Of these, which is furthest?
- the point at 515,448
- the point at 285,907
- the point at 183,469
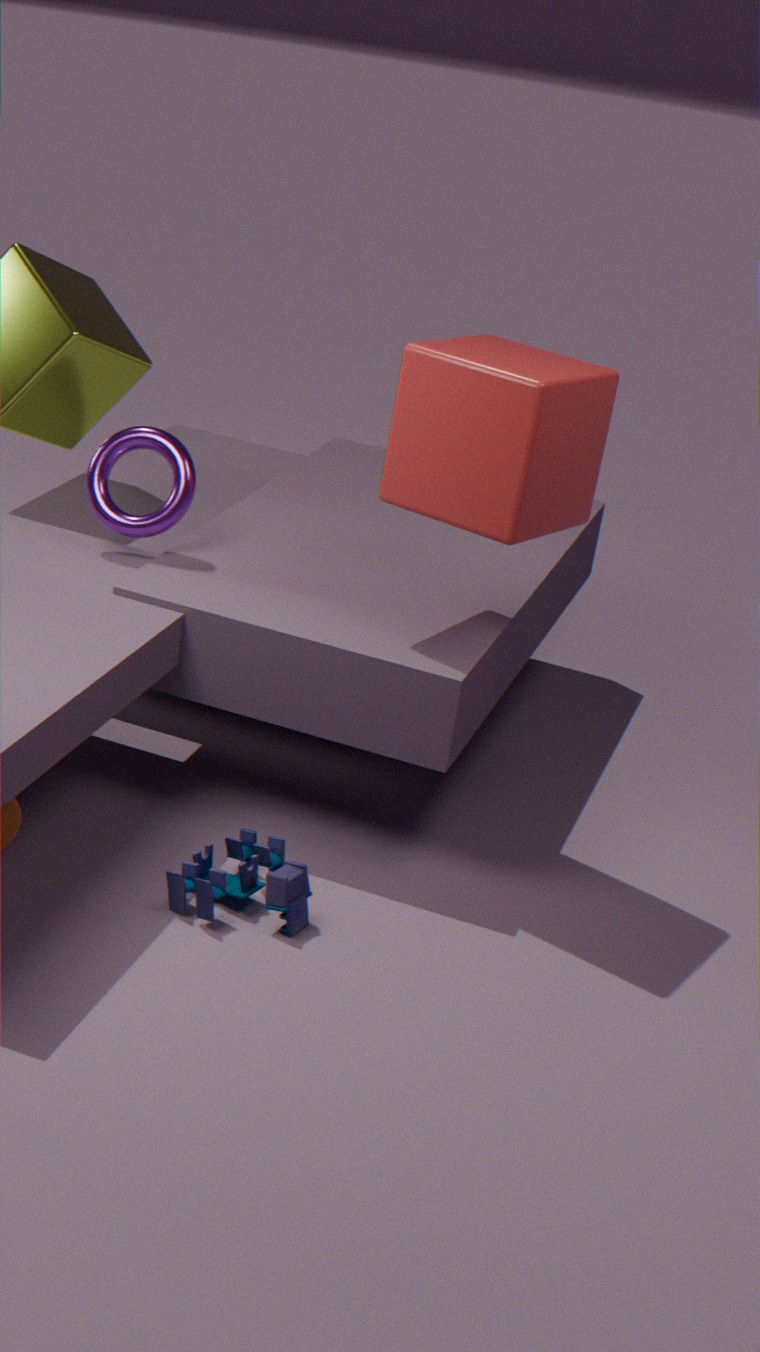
the point at 183,469
